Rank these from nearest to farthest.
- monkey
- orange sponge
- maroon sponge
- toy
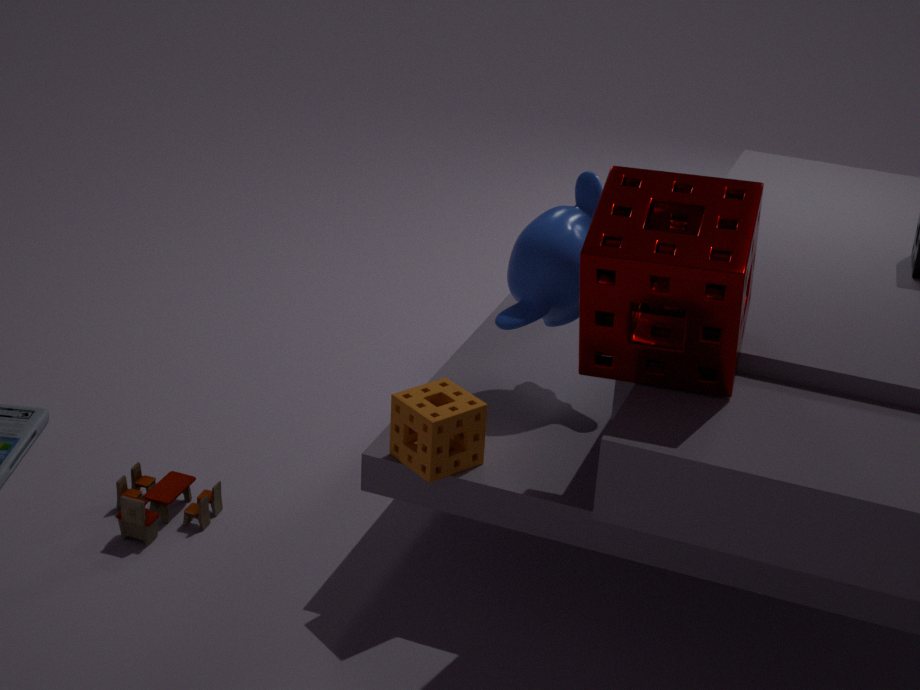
maroon sponge < orange sponge < monkey < toy
